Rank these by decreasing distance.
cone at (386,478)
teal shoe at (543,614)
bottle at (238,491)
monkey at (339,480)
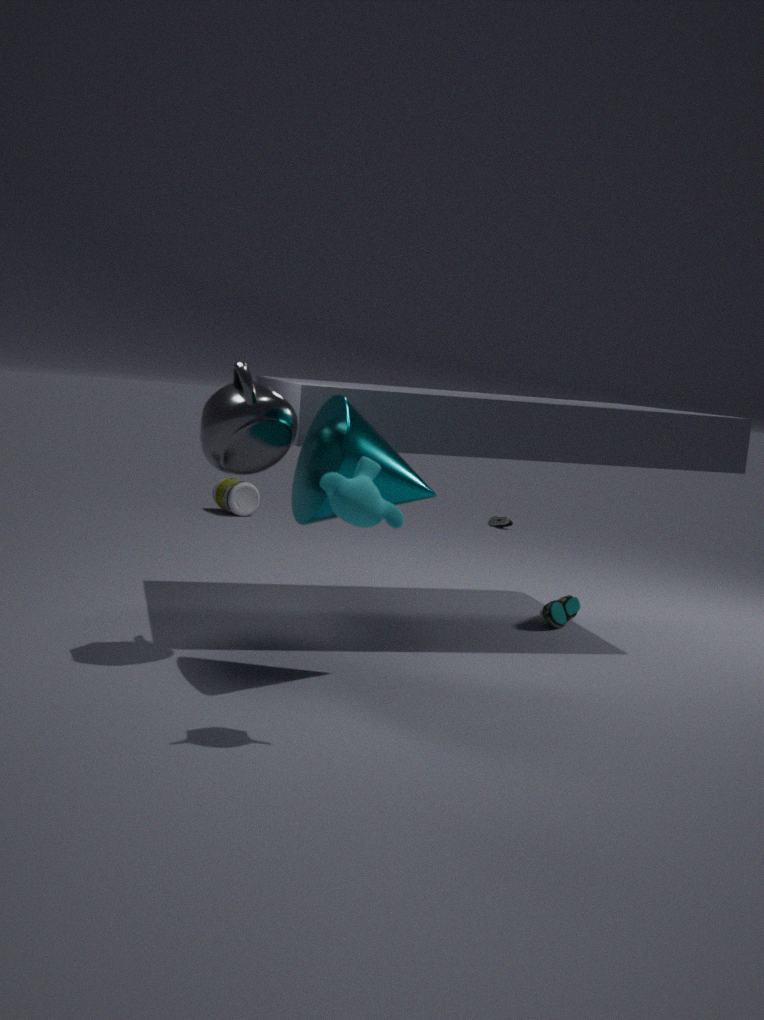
1. bottle at (238,491)
2. teal shoe at (543,614)
3. cone at (386,478)
4. monkey at (339,480)
